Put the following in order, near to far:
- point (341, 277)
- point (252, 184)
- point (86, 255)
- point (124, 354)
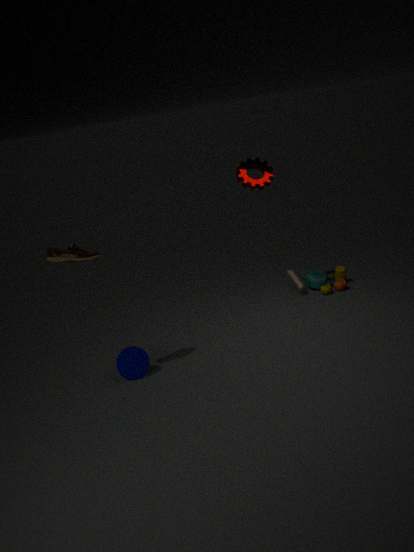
1. point (86, 255)
2. point (124, 354)
3. point (252, 184)
4. point (341, 277)
